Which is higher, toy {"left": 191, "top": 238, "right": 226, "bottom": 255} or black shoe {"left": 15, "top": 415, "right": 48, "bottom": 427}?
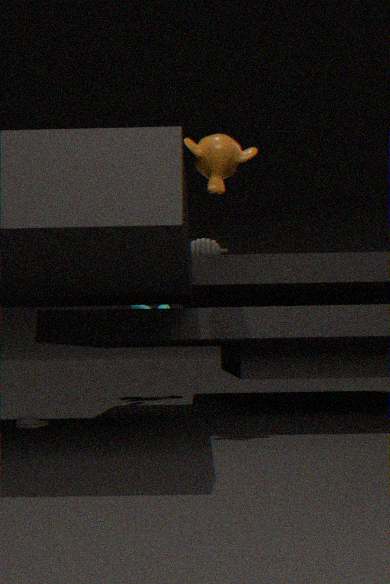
toy {"left": 191, "top": 238, "right": 226, "bottom": 255}
